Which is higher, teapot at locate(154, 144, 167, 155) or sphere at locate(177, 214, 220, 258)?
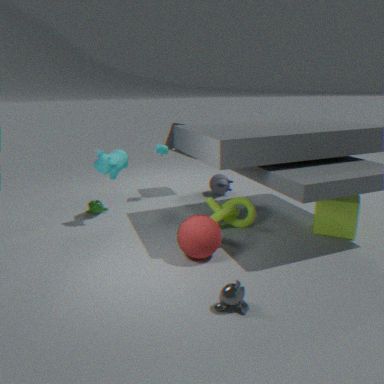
teapot at locate(154, 144, 167, 155)
